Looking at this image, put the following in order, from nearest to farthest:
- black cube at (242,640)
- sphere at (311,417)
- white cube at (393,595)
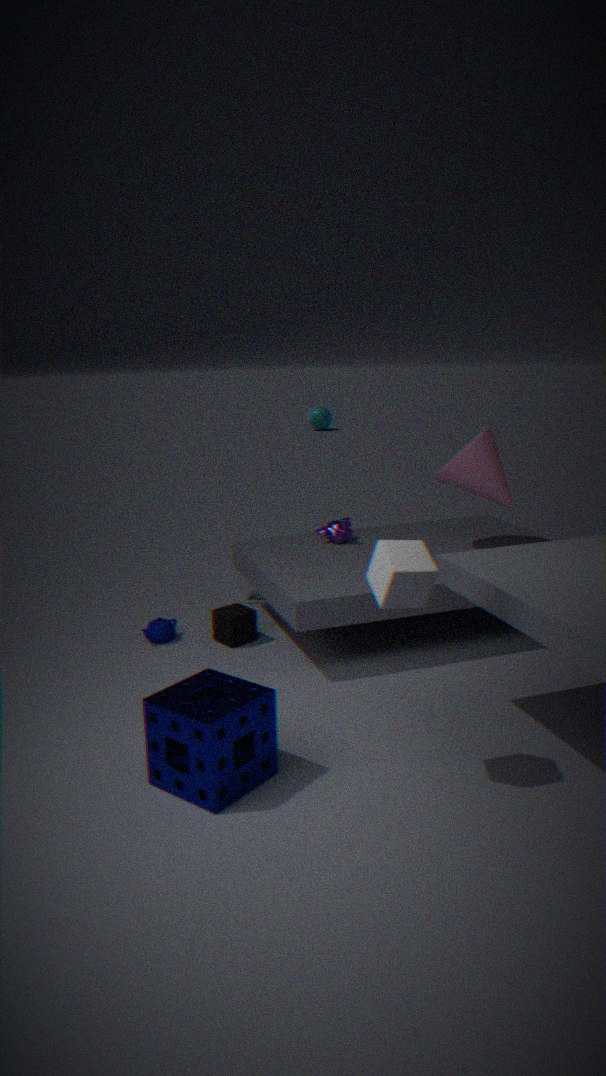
white cube at (393,595) < black cube at (242,640) < sphere at (311,417)
